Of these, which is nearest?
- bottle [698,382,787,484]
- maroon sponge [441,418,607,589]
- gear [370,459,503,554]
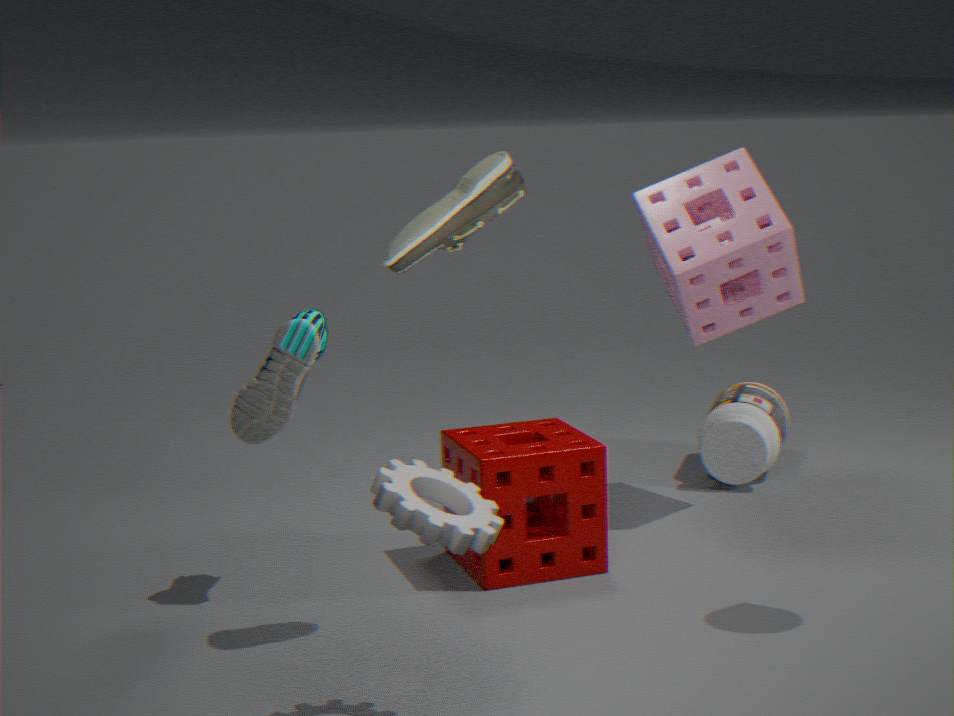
gear [370,459,503,554]
